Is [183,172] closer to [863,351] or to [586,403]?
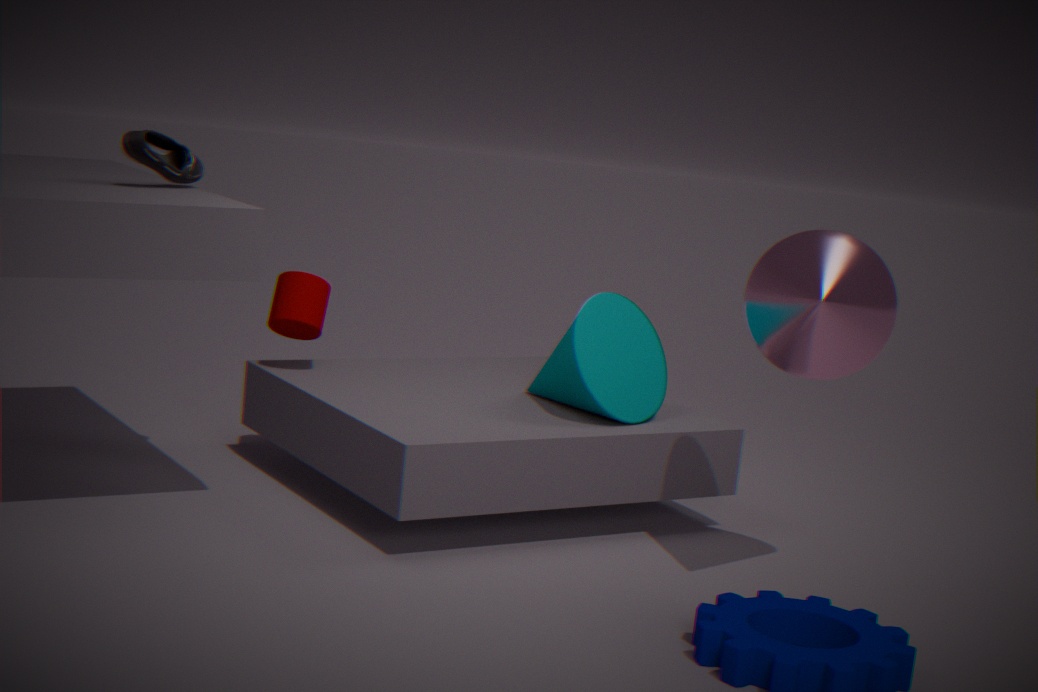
[586,403]
